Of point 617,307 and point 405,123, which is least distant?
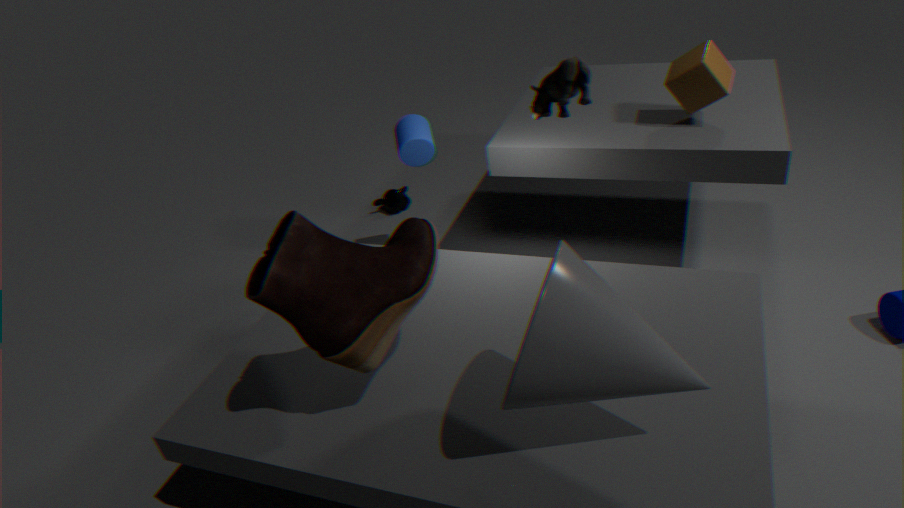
point 617,307
